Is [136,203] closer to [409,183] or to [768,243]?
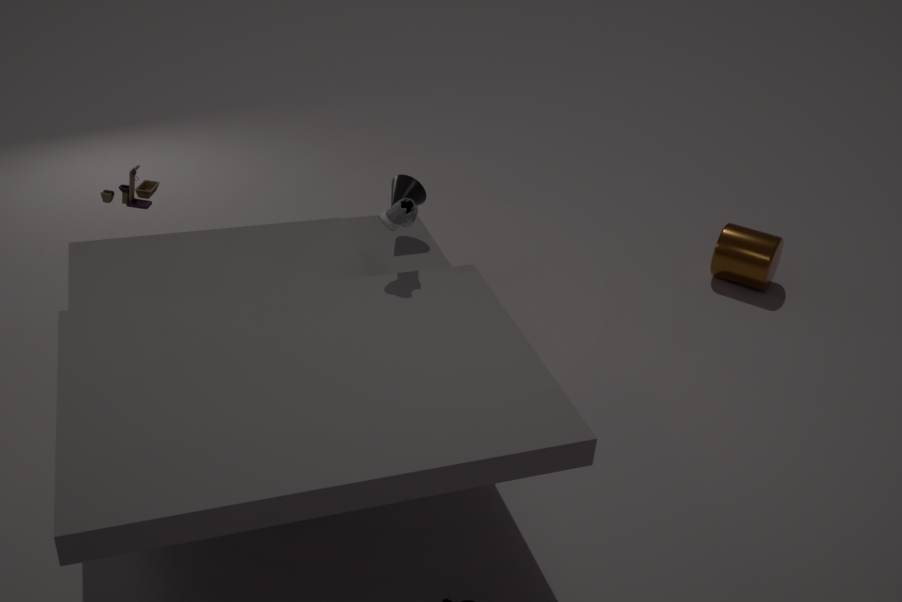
[409,183]
